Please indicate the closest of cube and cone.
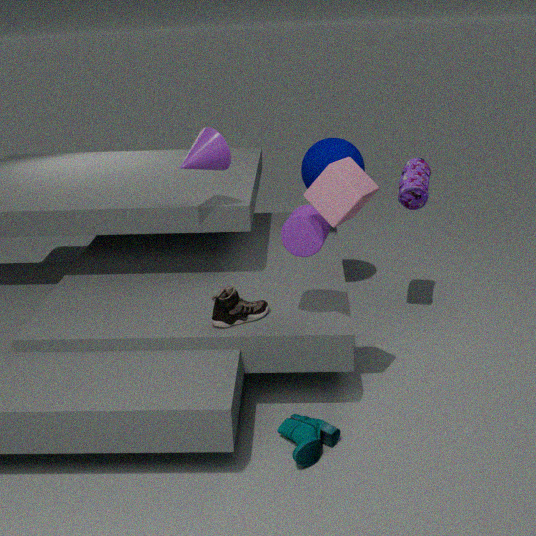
cube
